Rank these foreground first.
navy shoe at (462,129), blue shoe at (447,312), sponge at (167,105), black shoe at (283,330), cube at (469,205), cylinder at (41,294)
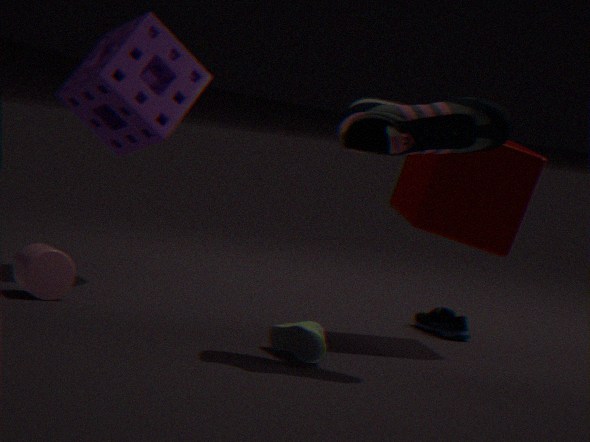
navy shoe at (462,129), black shoe at (283,330), cube at (469,205), cylinder at (41,294), blue shoe at (447,312), sponge at (167,105)
